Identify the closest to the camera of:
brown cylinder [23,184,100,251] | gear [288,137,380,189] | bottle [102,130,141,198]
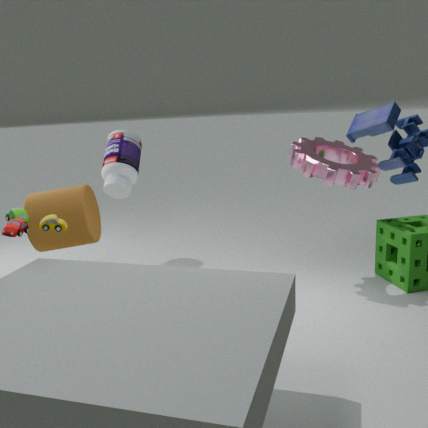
gear [288,137,380,189]
